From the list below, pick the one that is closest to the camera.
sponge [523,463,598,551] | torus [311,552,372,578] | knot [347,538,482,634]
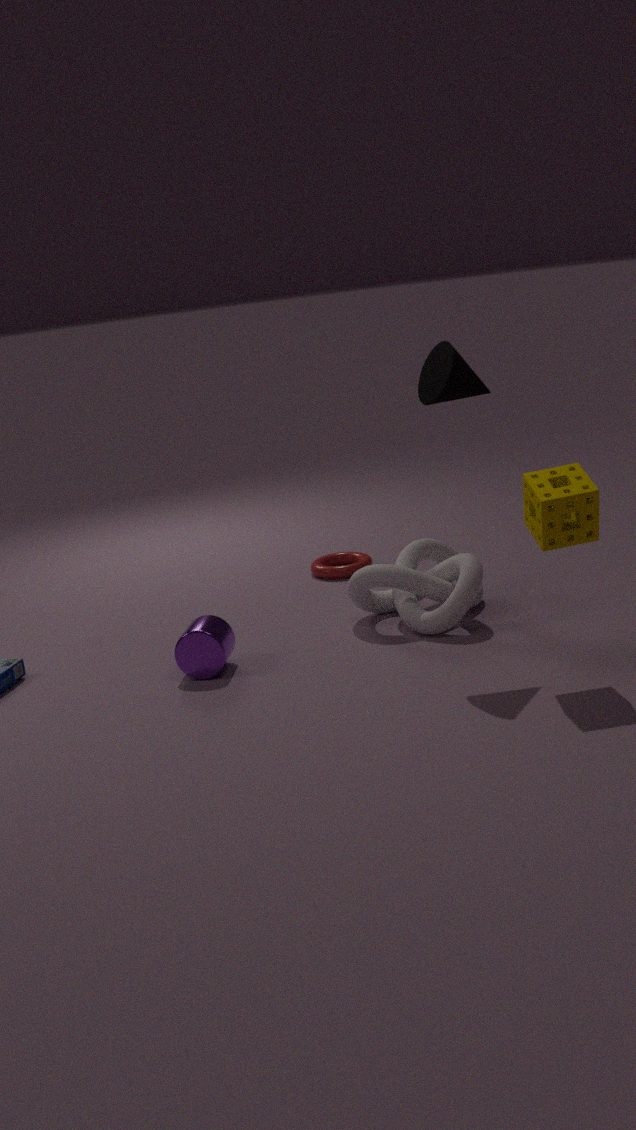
sponge [523,463,598,551]
